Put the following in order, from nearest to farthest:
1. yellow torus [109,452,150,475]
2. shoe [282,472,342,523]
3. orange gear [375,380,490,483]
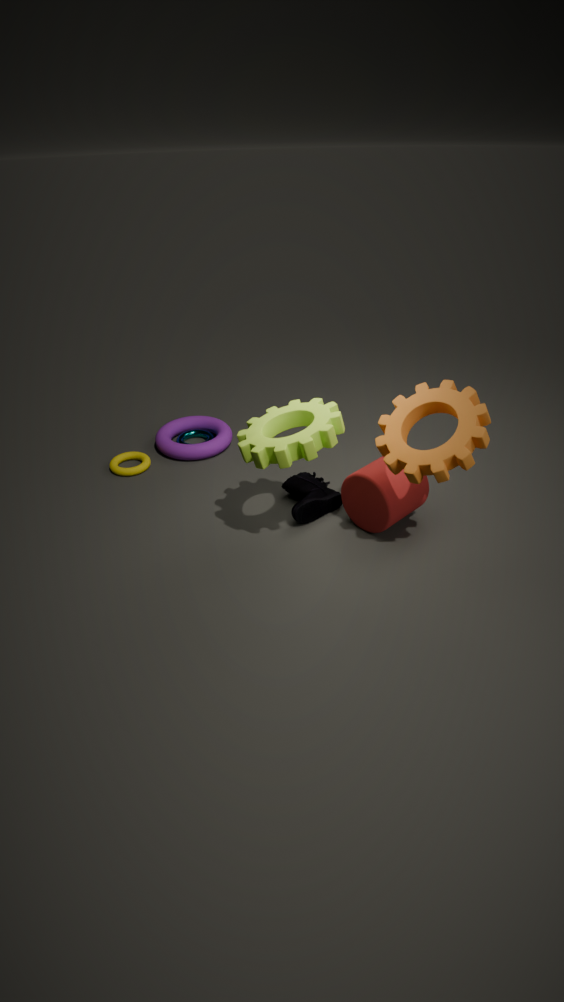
orange gear [375,380,490,483]
shoe [282,472,342,523]
yellow torus [109,452,150,475]
